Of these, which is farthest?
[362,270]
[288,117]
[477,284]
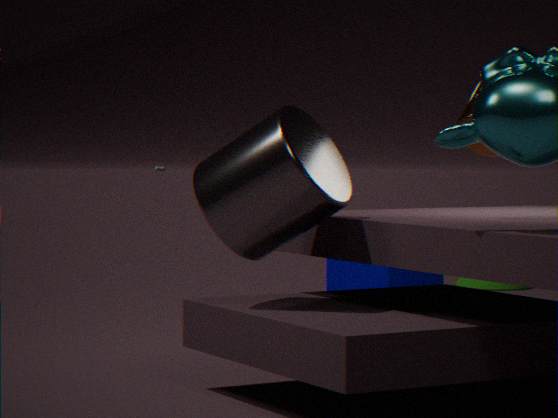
[477,284]
